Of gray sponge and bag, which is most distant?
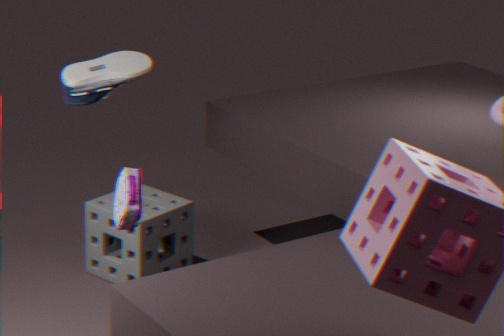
gray sponge
